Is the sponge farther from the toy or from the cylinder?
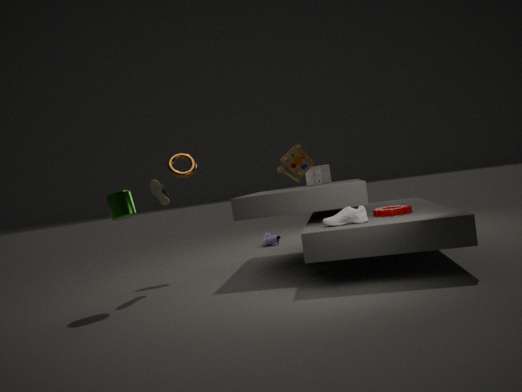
the cylinder
